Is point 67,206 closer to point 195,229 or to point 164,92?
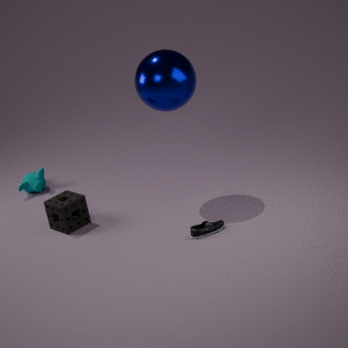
point 195,229
